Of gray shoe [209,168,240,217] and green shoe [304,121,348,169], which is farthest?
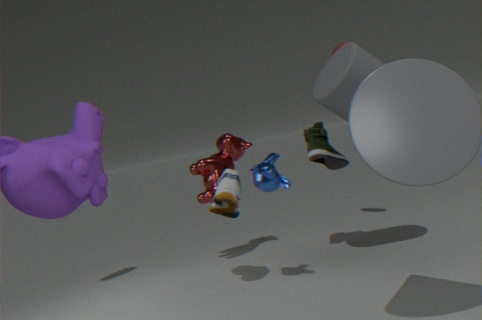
green shoe [304,121,348,169]
